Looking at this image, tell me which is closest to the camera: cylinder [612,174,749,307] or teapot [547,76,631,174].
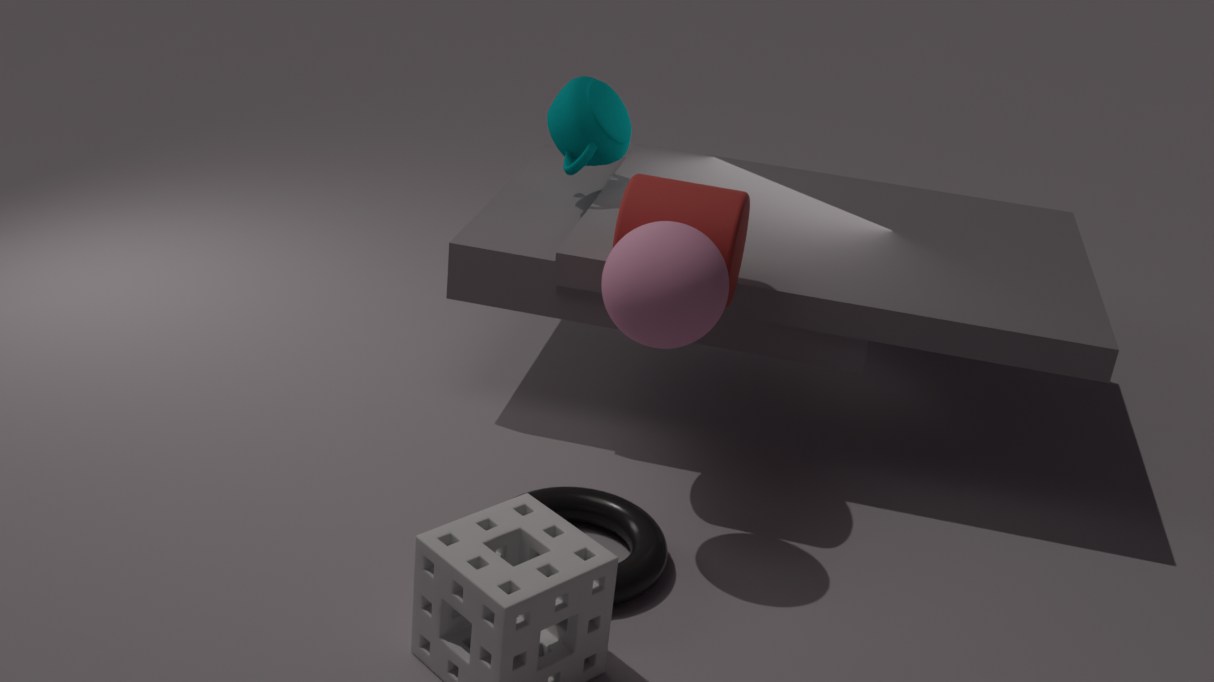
cylinder [612,174,749,307]
